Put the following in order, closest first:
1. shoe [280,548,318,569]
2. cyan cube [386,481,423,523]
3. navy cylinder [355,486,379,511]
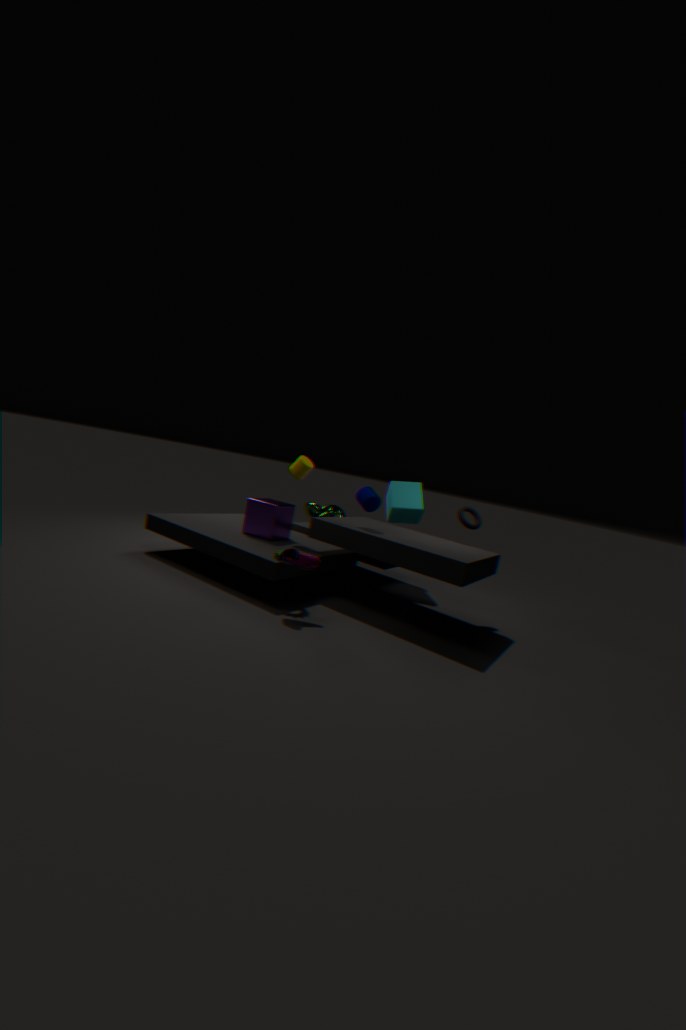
shoe [280,548,318,569], navy cylinder [355,486,379,511], cyan cube [386,481,423,523]
